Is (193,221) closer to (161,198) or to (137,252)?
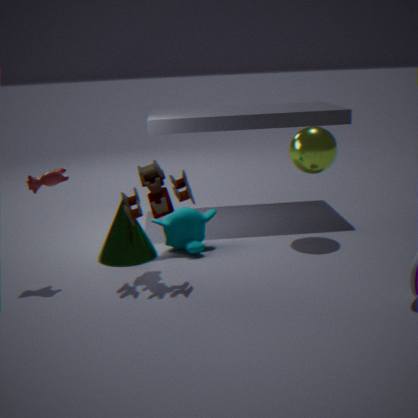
(137,252)
